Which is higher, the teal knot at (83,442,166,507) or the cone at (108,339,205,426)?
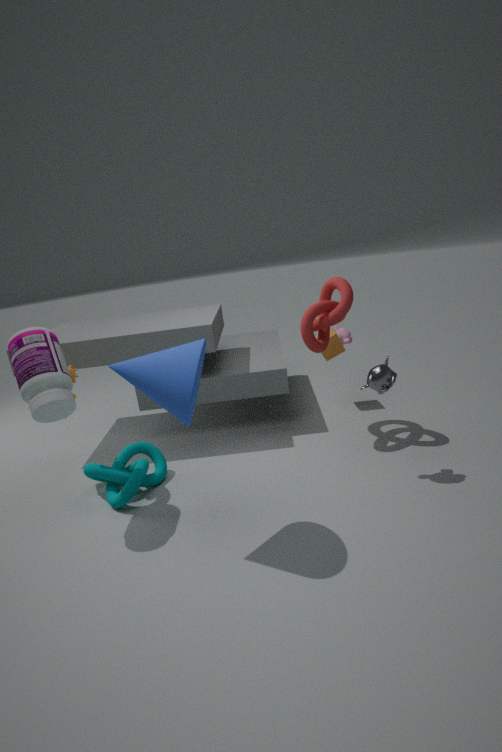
the cone at (108,339,205,426)
